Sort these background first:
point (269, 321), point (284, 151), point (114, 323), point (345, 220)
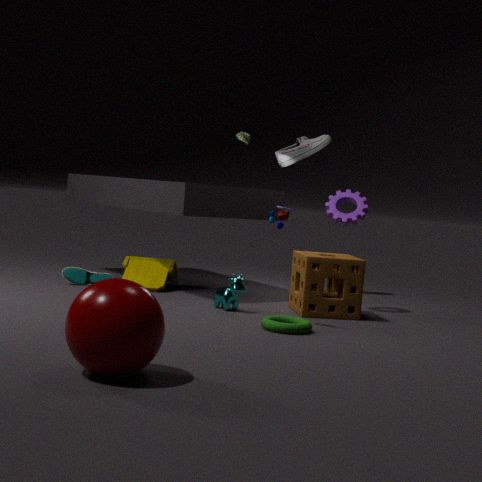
point (284, 151)
point (345, 220)
point (269, 321)
point (114, 323)
